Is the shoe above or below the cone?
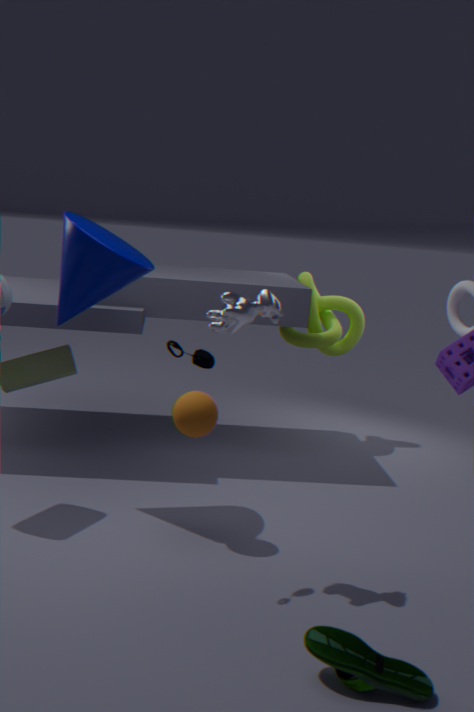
below
